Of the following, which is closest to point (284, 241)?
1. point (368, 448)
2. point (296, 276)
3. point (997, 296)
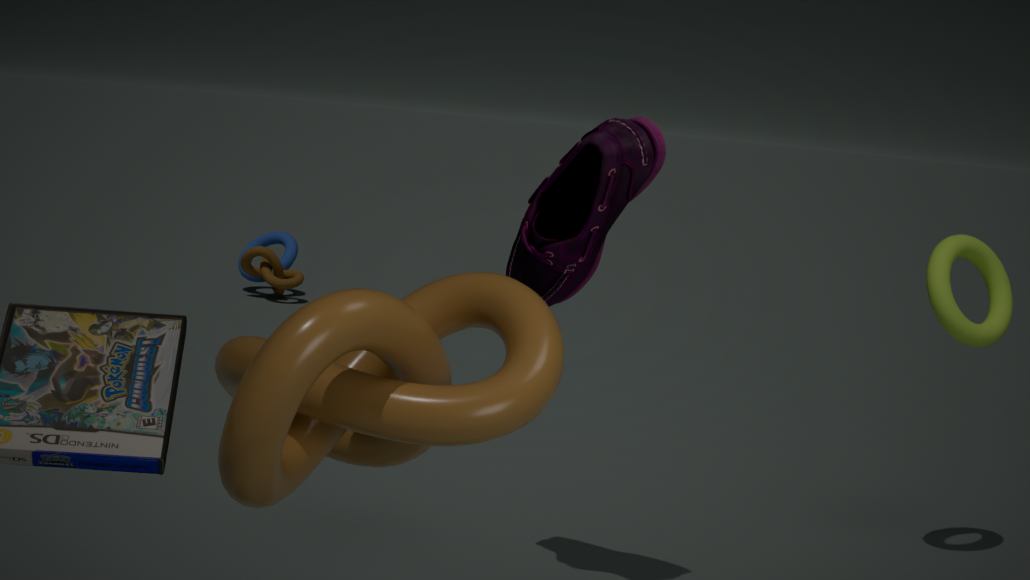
point (296, 276)
